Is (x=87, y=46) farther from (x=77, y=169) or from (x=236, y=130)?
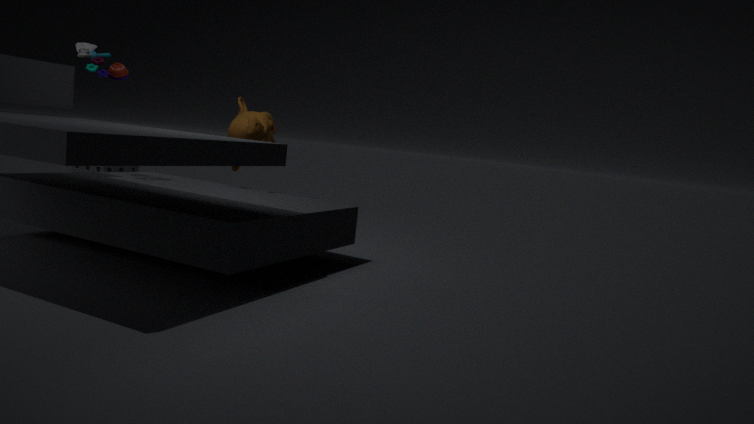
(x=77, y=169)
